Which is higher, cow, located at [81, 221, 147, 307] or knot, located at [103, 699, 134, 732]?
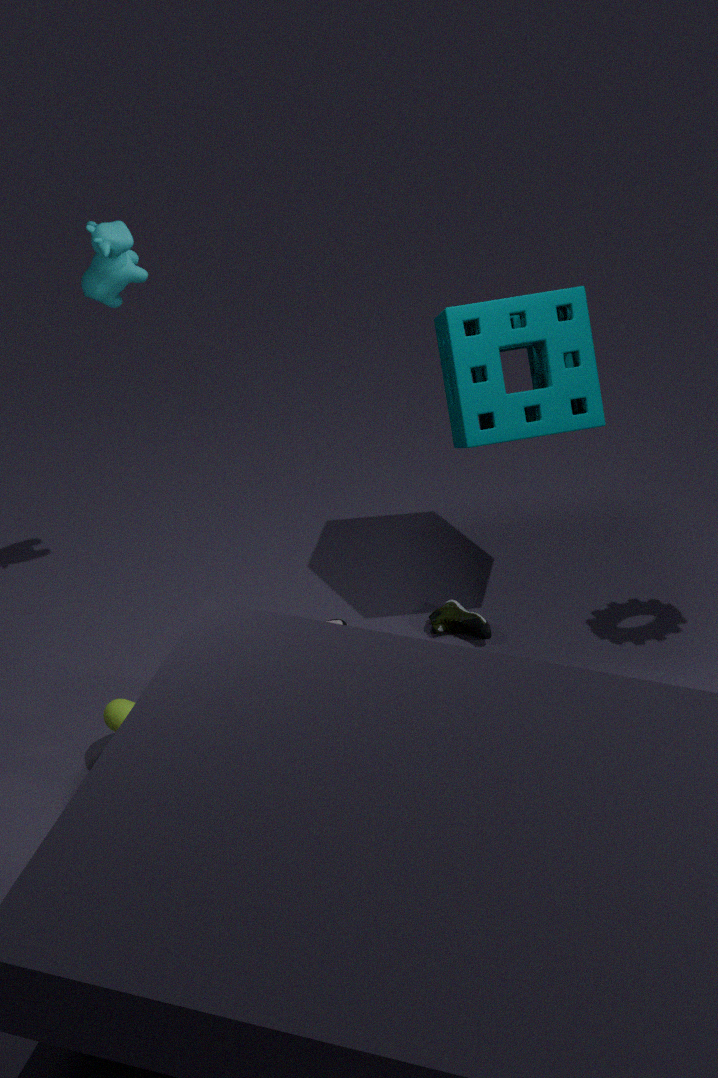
cow, located at [81, 221, 147, 307]
